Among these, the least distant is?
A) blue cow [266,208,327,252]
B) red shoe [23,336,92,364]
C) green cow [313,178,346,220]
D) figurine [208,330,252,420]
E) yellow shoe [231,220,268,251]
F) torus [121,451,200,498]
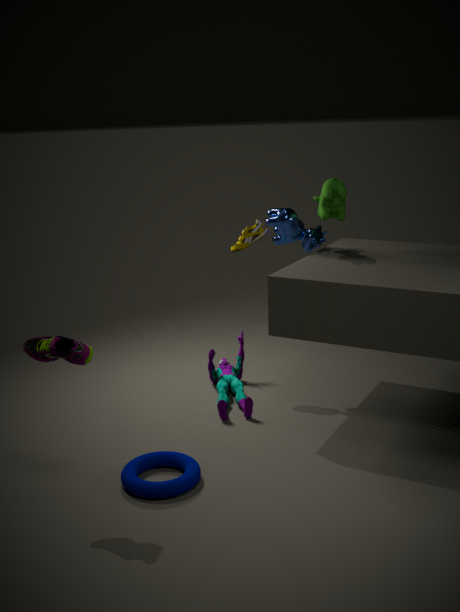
red shoe [23,336,92,364]
